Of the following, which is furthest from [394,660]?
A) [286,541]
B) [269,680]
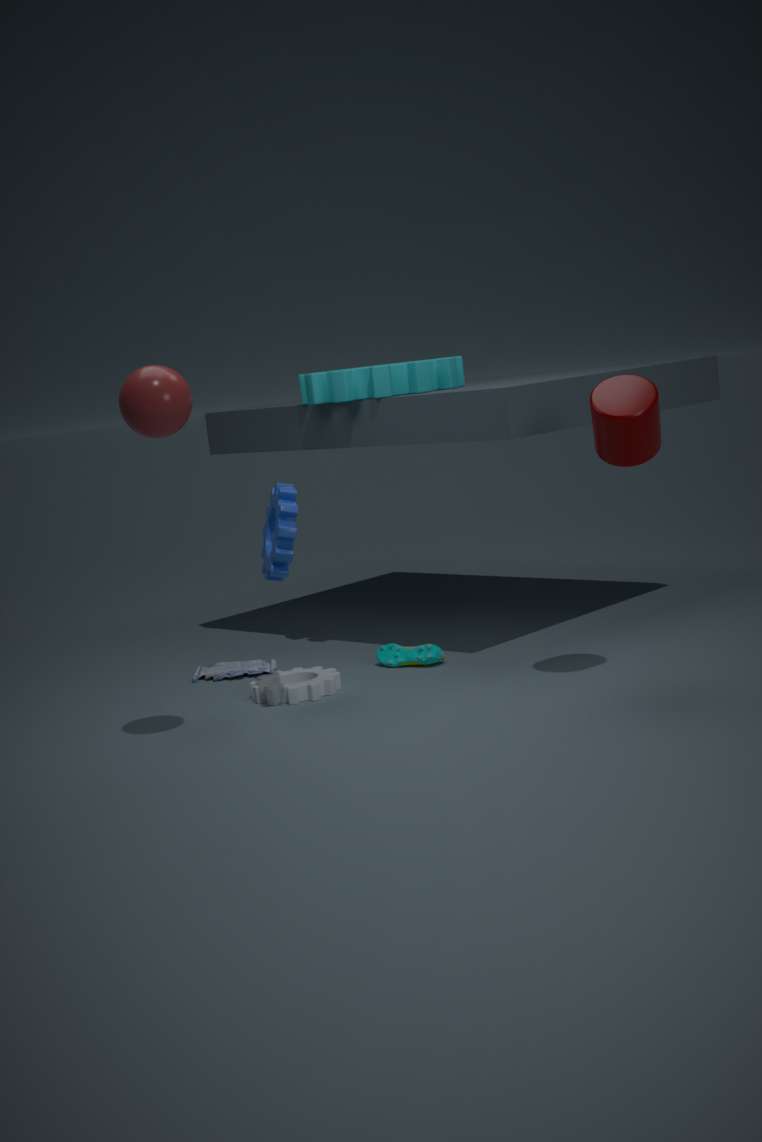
[286,541]
